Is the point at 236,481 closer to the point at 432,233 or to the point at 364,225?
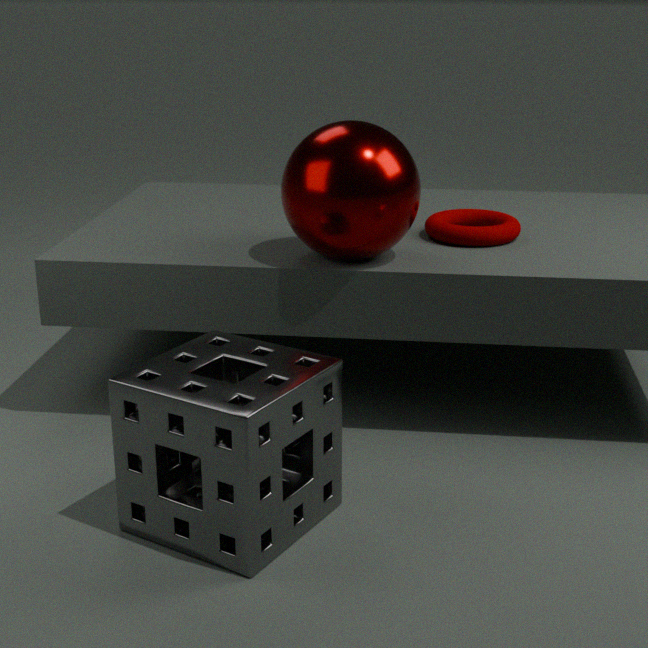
the point at 364,225
